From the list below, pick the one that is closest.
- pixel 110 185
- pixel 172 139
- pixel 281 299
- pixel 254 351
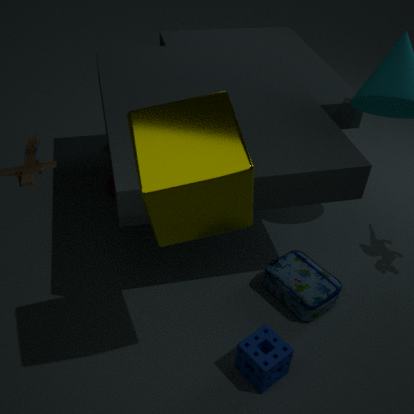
pixel 172 139
